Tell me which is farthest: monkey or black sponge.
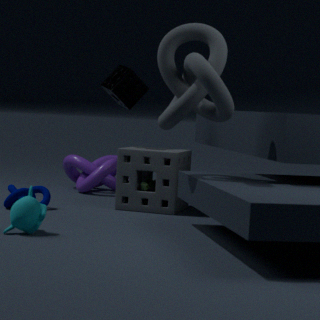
black sponge
